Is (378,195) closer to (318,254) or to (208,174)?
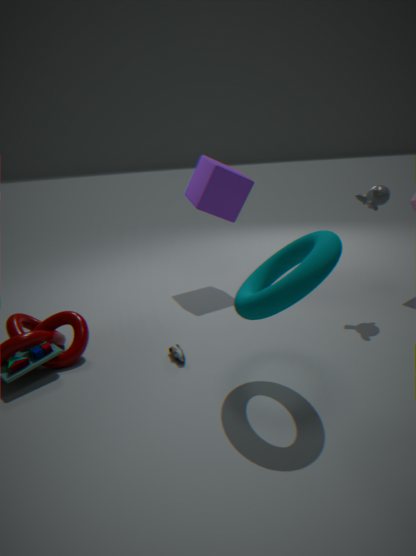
(318,254)
